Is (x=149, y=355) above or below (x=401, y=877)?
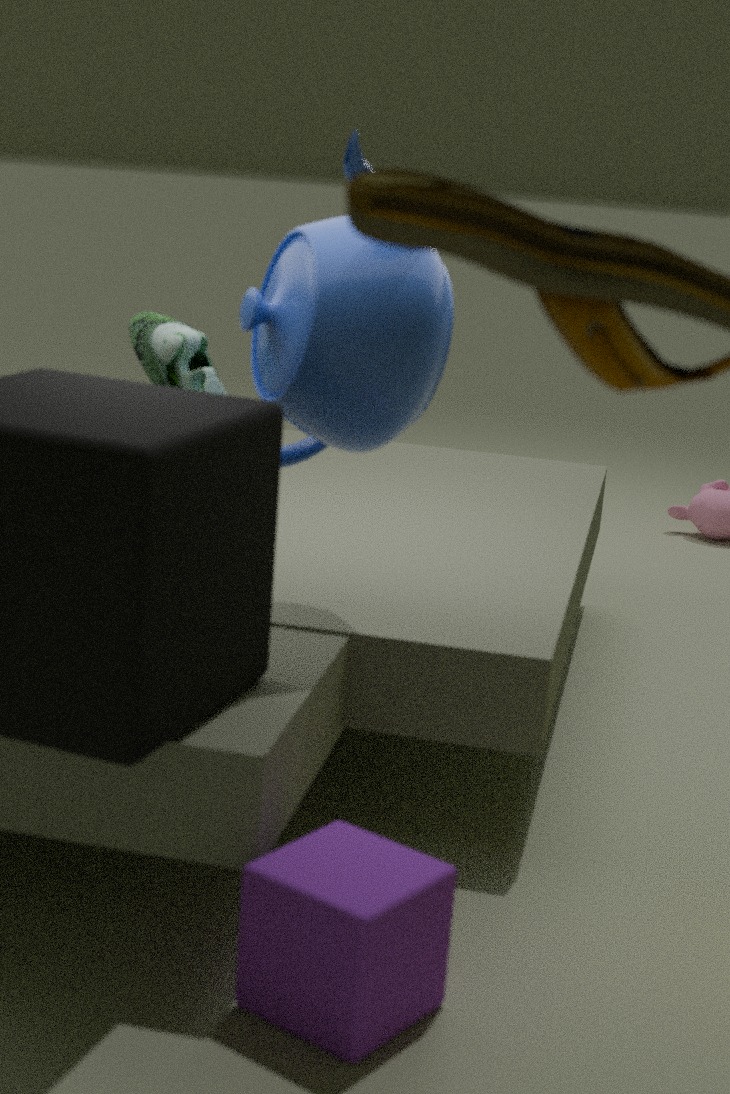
above
